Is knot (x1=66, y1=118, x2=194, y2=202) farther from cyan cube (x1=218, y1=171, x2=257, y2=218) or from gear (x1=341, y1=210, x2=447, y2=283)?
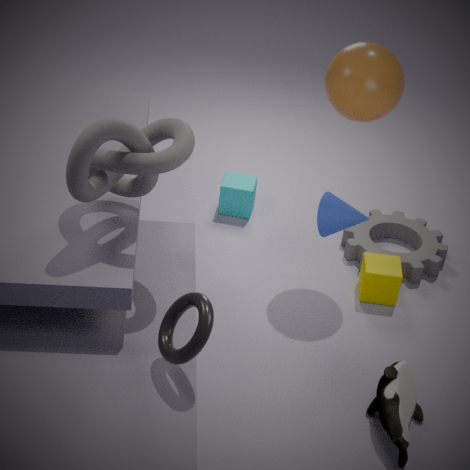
gear (x1=341, y1=210, x2=447, y2=283)
